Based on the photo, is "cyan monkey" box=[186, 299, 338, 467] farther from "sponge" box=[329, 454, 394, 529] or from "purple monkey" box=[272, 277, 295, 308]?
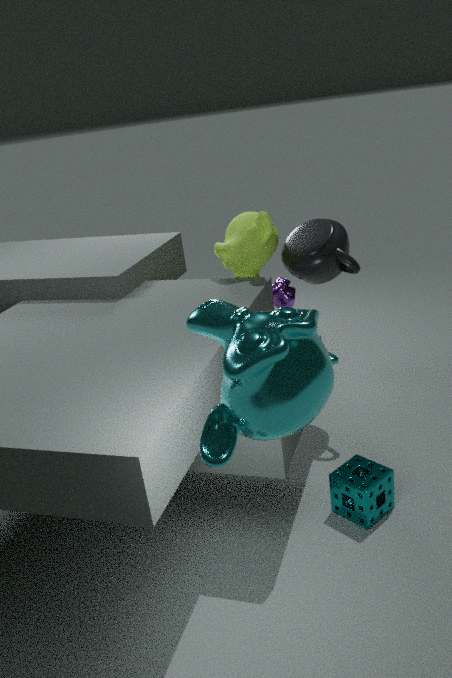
"purple monkey" box=[272, 277, 295, 308]
